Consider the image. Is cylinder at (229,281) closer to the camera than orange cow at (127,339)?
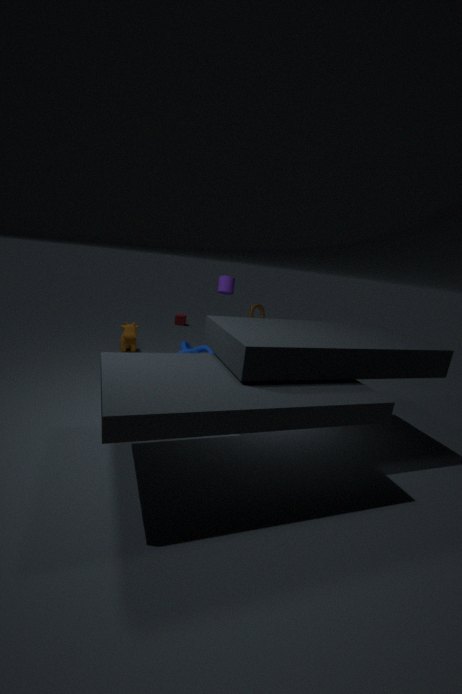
Yes
